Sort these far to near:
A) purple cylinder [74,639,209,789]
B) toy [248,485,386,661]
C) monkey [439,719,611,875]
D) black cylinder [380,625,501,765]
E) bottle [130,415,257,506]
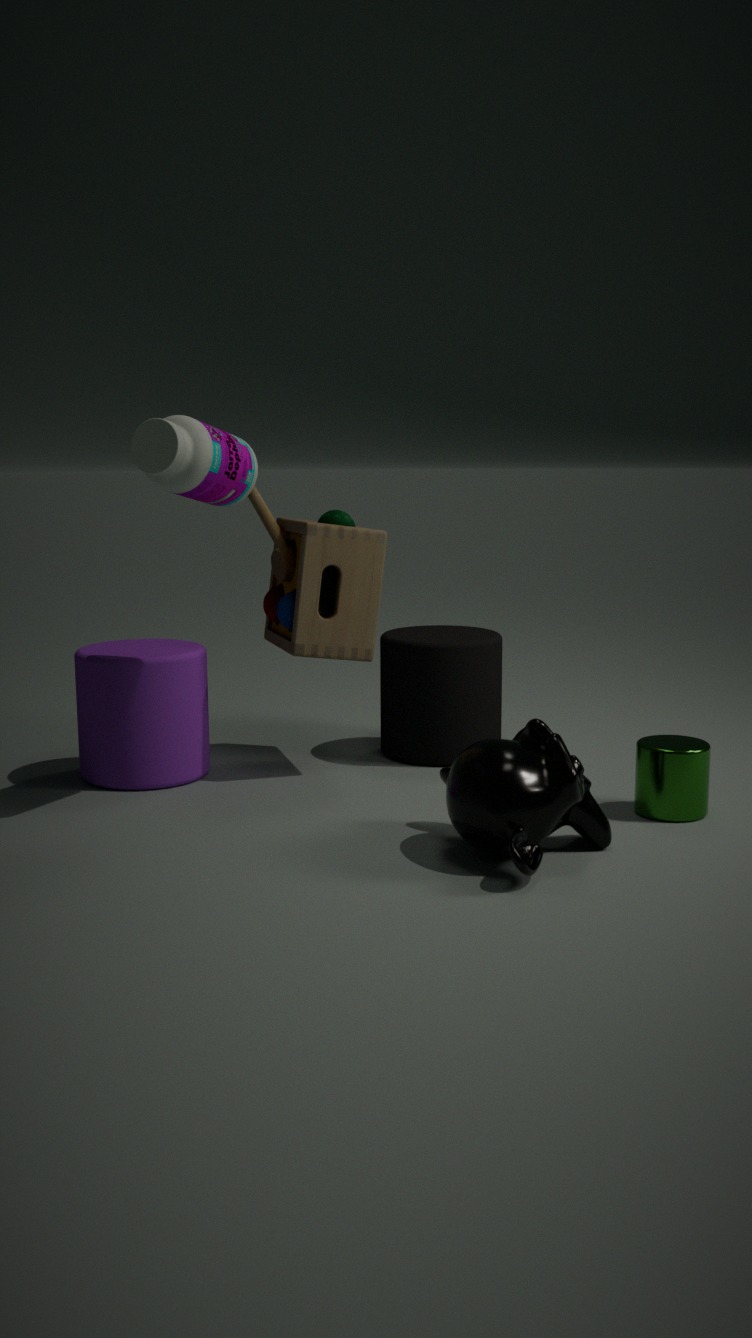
black cylinder [380,625,501,765] → toy [248,485,386,661] → purple cylinder [74,639,209,789] → bottle [130,415,257,506] → monkey [439,719,611,875]
